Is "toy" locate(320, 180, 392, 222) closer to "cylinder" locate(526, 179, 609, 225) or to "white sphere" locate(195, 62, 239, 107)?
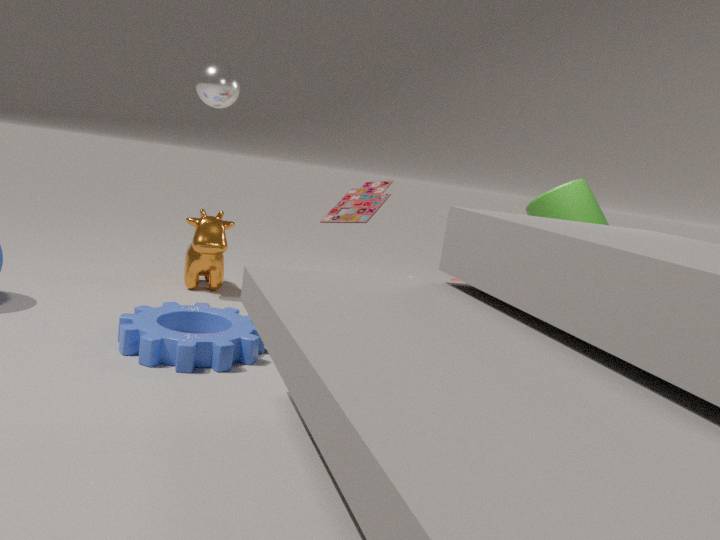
"white sphere" locate(195, 62, 239, 107)
